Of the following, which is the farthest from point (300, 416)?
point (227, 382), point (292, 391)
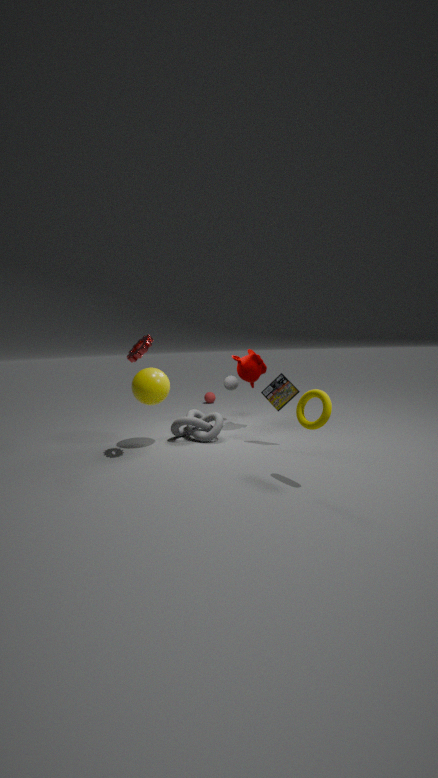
Answer: point (227, 382)
